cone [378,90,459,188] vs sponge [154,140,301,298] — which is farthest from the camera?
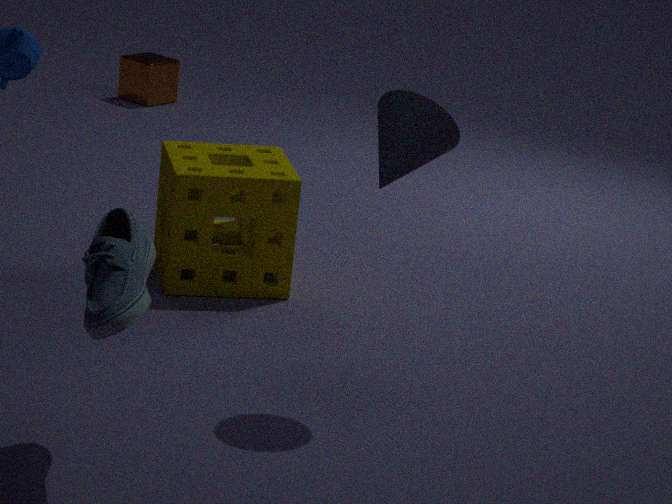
sponge [154,140,301,298]
